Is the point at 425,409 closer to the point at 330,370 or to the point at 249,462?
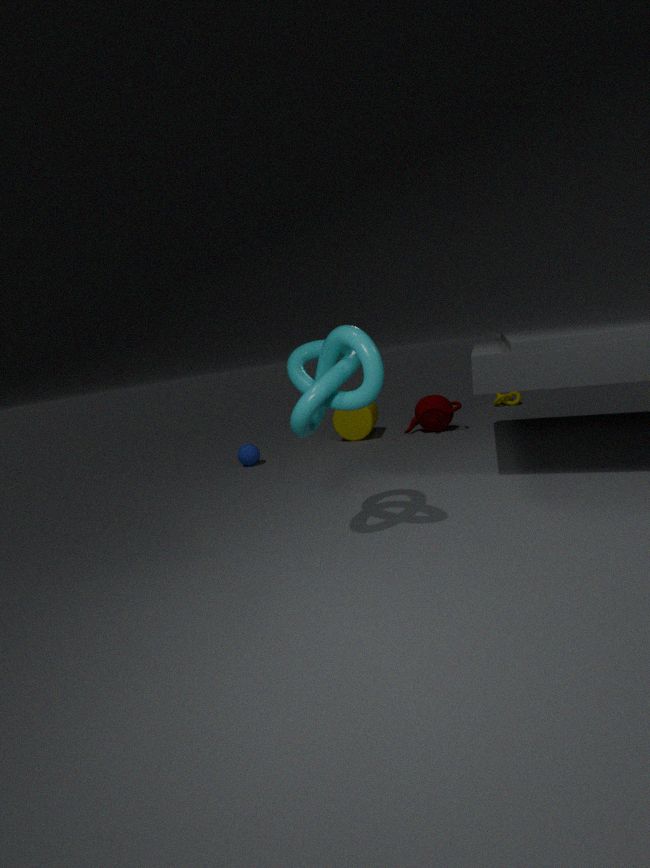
the point at 249,462
